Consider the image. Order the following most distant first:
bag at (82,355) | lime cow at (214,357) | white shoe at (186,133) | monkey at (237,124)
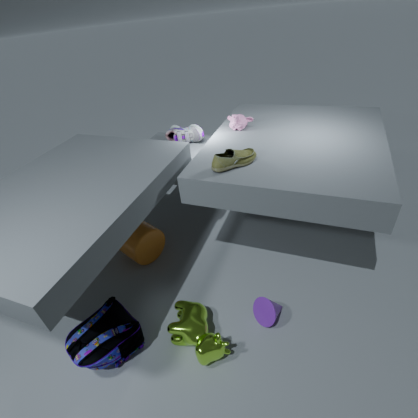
white shoe at (186,133), monkey at (237,124), lime cow at (214,357), bag at (82,355)
